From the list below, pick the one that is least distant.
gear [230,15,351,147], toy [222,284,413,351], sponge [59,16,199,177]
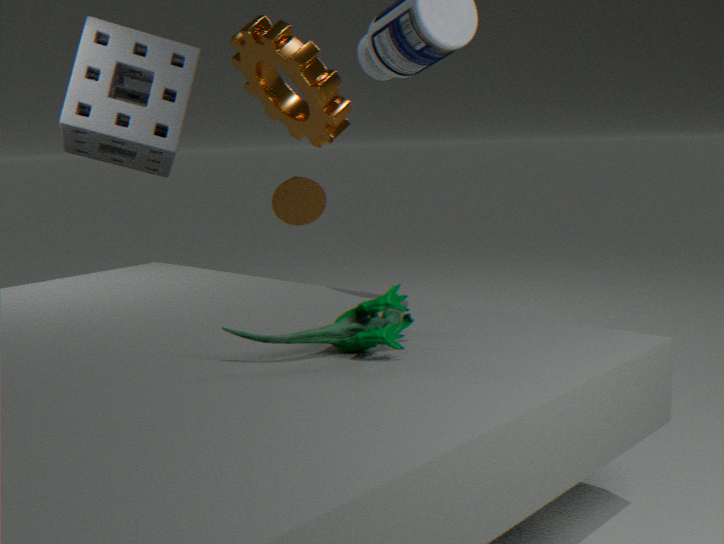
toy [222,284,413,351]
